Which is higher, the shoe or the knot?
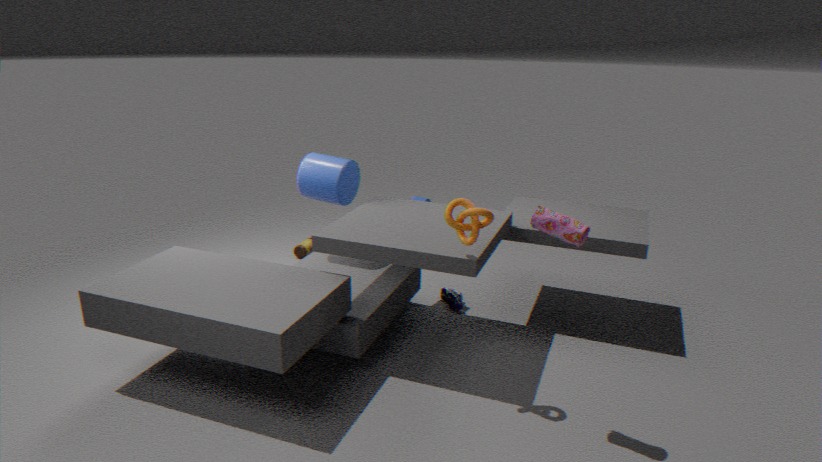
the knot
